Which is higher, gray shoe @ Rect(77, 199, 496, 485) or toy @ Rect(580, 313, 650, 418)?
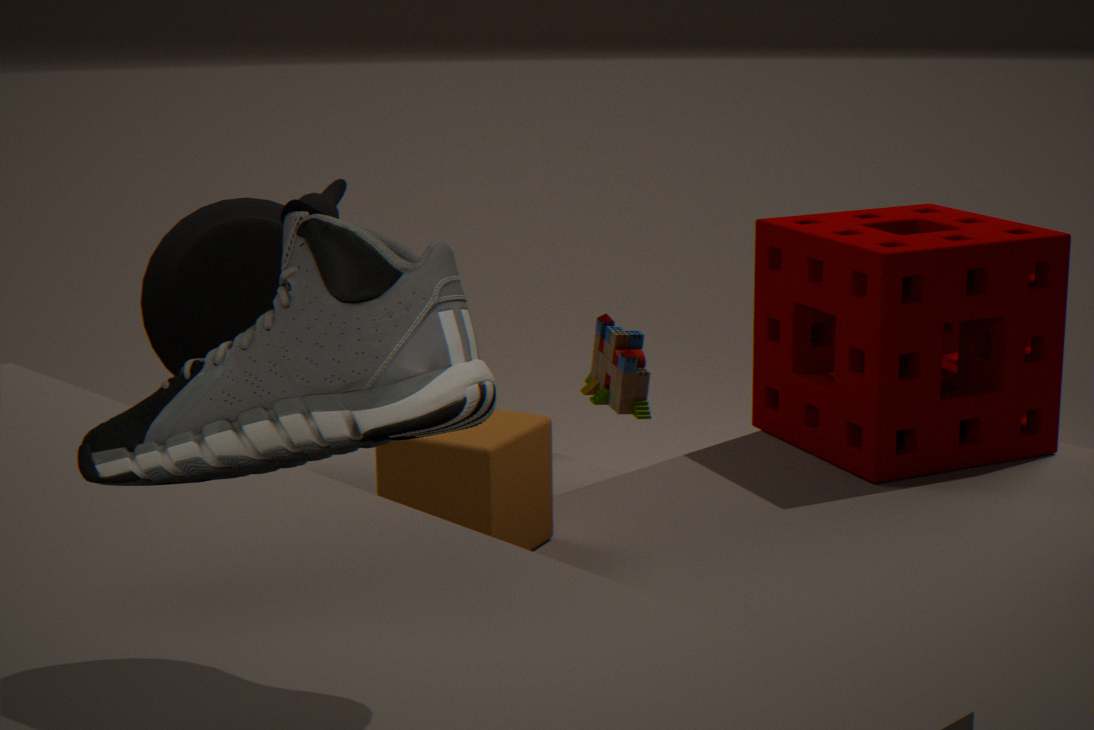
gray shoe @ Rect(77, 199, 496, 485)
